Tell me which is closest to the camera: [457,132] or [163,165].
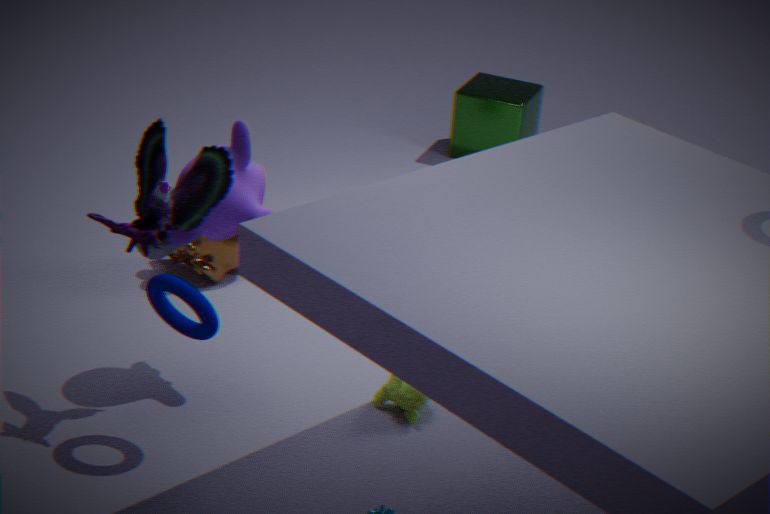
[163,165]
